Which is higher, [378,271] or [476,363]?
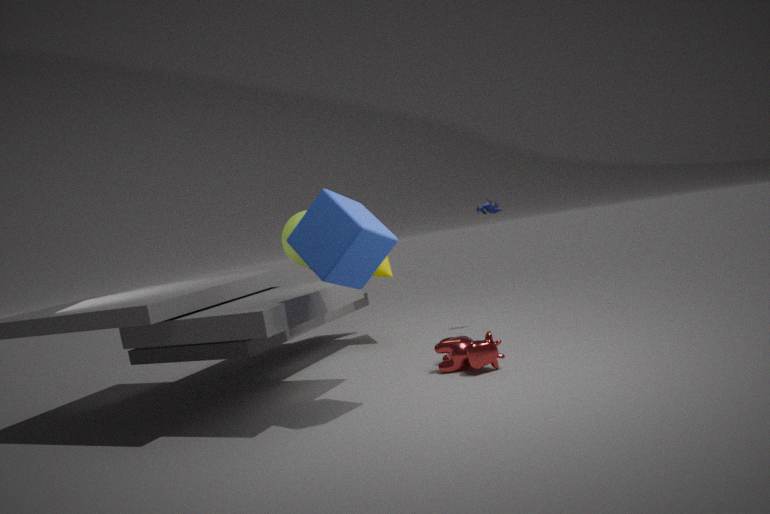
[378,271]
